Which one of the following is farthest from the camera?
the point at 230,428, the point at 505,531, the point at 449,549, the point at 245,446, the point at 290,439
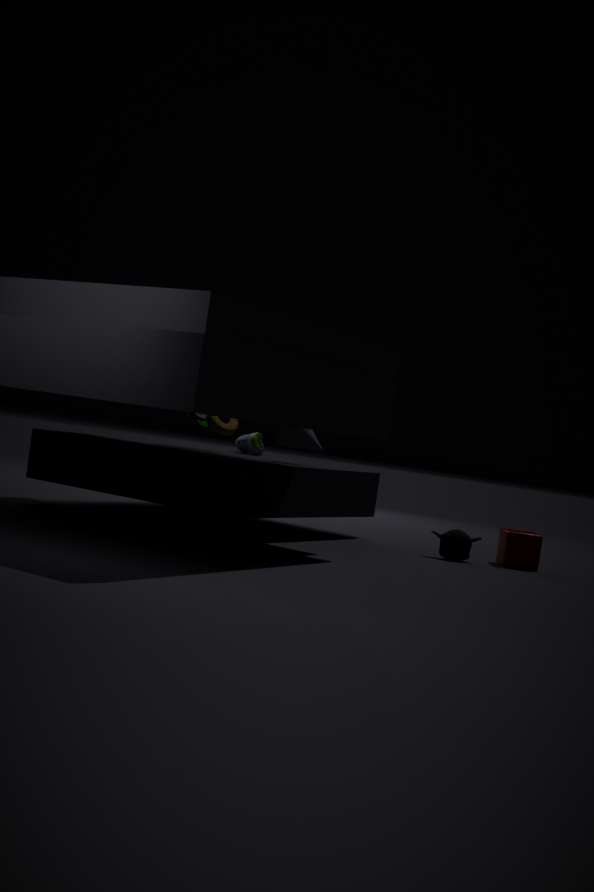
the point at 245,446
